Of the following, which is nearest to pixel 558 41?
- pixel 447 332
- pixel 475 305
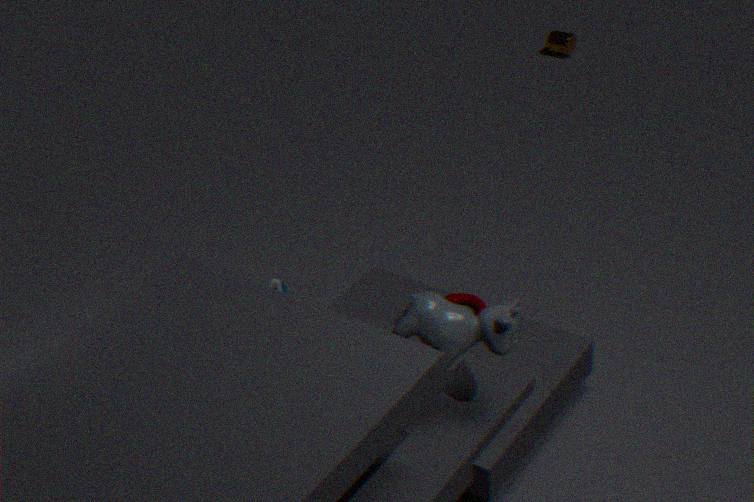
pixel 475 305
